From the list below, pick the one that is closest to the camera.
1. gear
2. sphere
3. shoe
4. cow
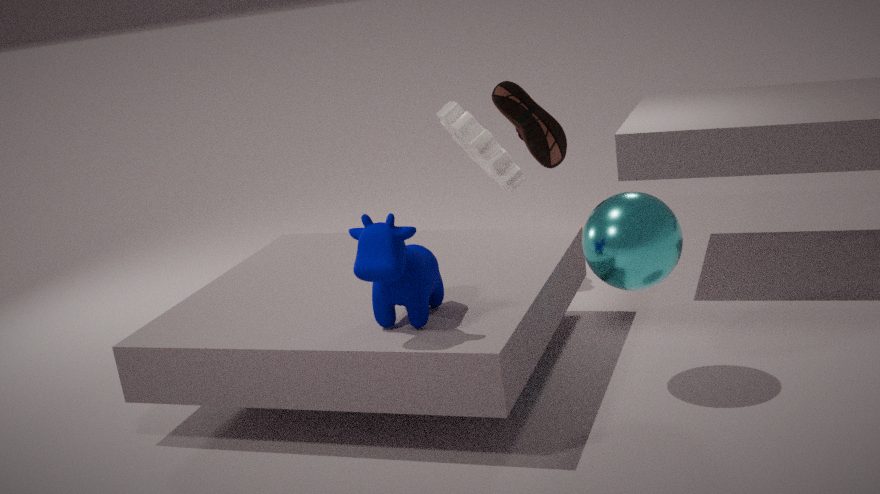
cow
